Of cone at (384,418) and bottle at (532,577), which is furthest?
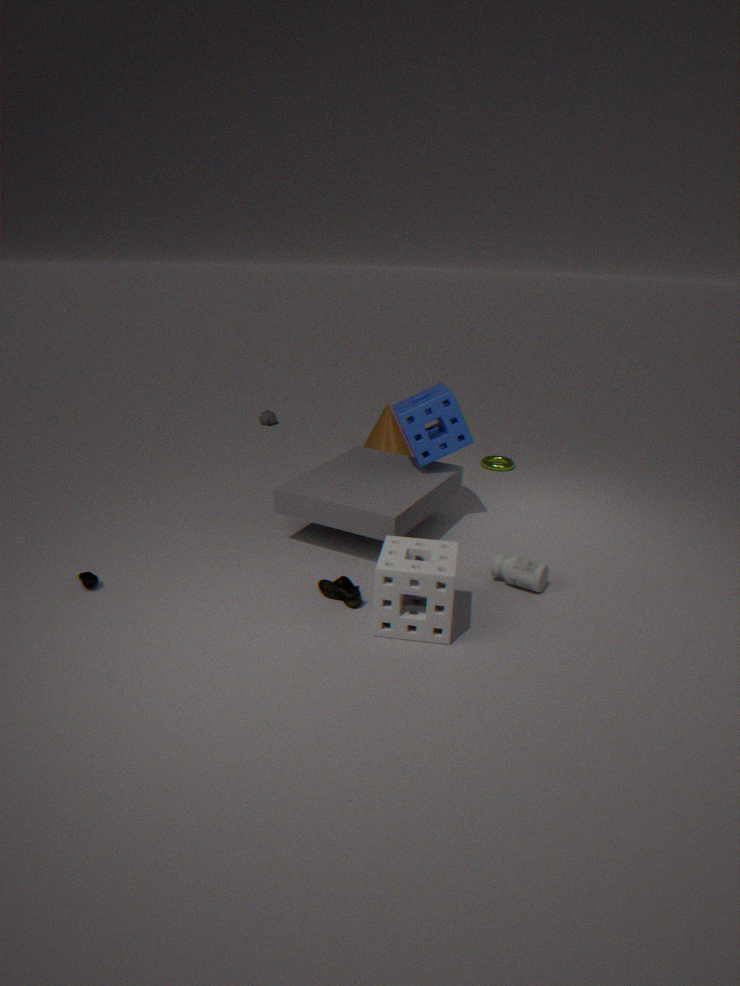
cone at (384,418)
